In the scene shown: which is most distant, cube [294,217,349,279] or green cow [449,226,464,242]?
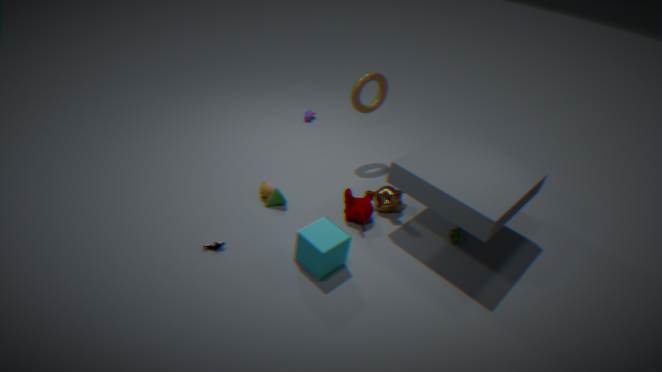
green cow [449,226,464,242]
